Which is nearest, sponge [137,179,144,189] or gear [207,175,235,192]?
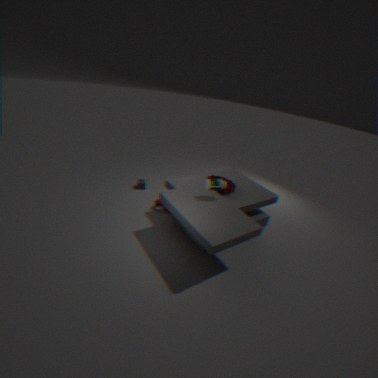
gear [207,175,235,192]
